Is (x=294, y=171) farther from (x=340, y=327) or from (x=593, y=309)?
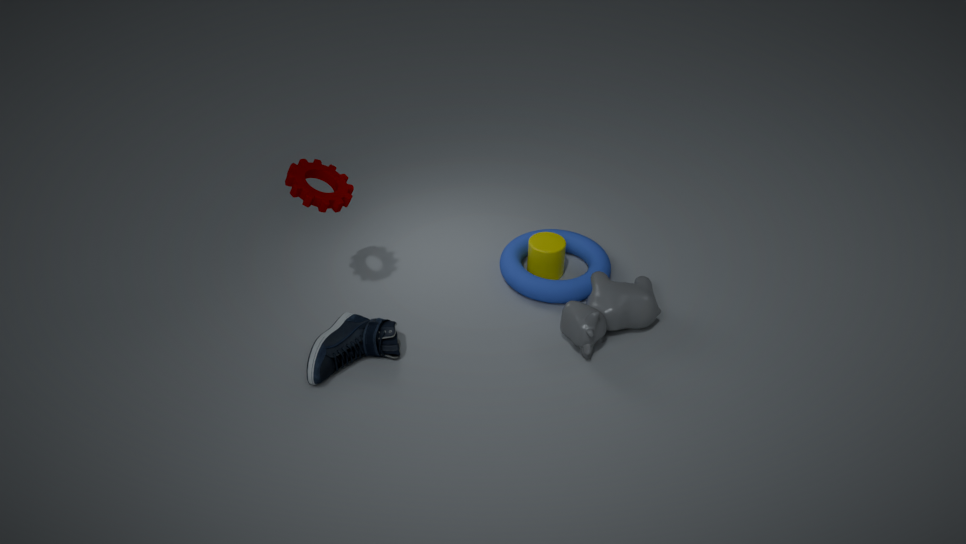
(x=593, y=309)
